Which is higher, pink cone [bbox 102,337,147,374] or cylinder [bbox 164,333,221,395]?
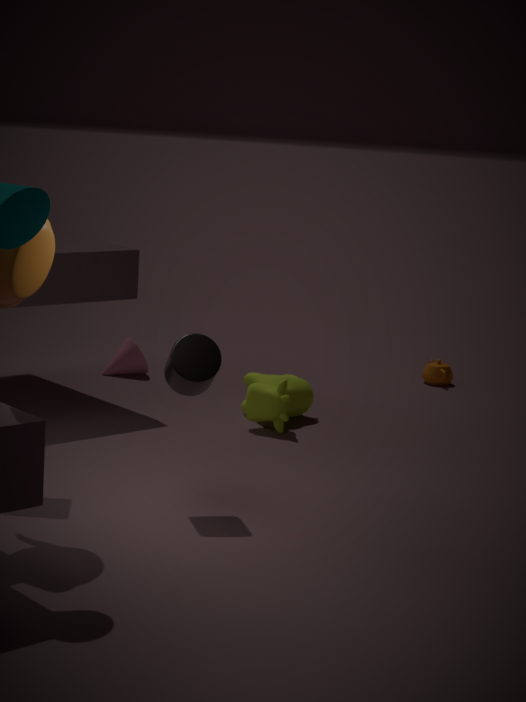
cylinder [bbox 164,333,221,395]
